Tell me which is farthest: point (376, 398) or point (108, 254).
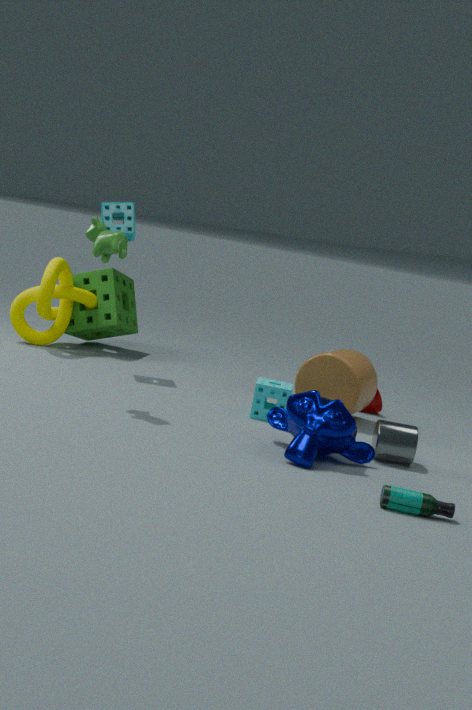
point (376, 398)
